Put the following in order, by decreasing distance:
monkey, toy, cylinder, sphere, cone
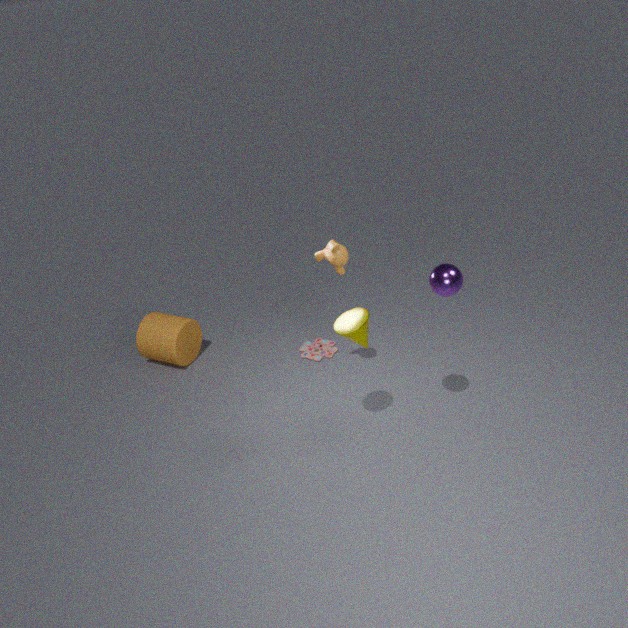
1. toy
2. cylinder
3. monkey
4. cone
5. sphere
